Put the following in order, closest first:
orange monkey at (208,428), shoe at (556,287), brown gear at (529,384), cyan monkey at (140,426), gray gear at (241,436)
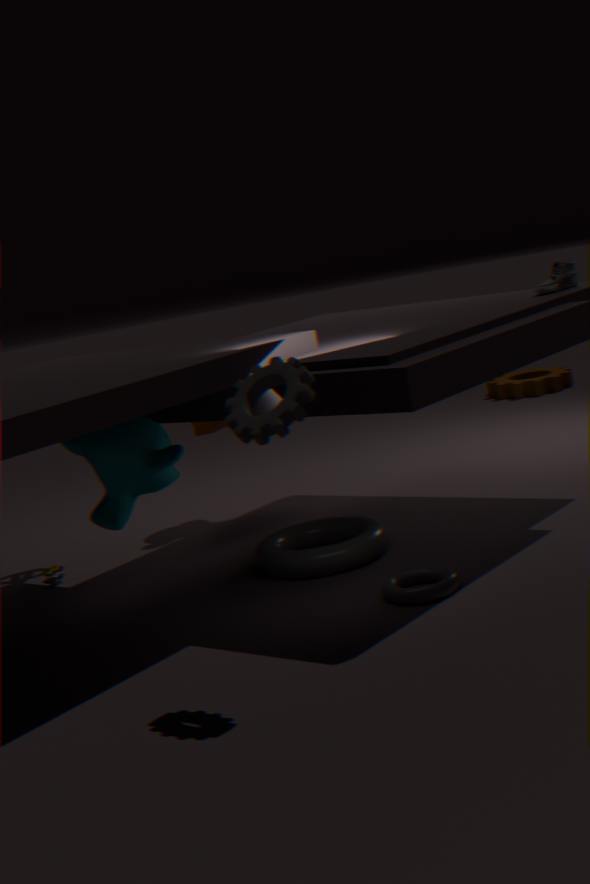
gray gear at (241,436) → cyan monkey at (140,426) → shoe at (556,287) → orange monkey at (208,428) → brown gear at (529,384)
